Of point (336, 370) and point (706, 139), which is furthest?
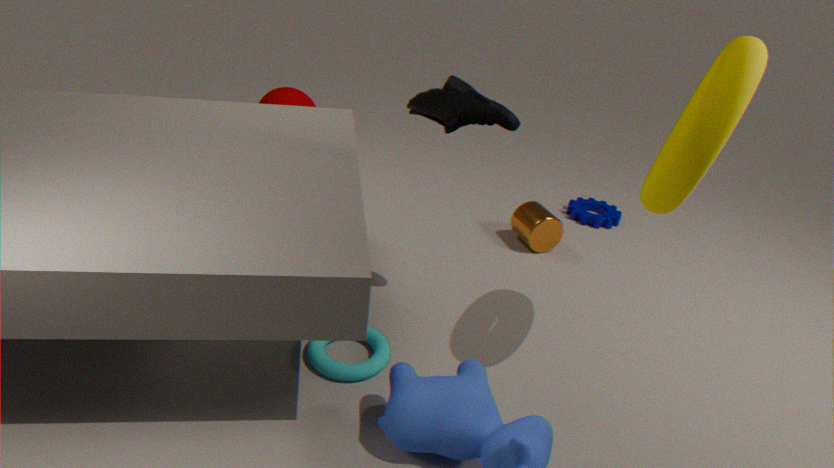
point (336, 370)
